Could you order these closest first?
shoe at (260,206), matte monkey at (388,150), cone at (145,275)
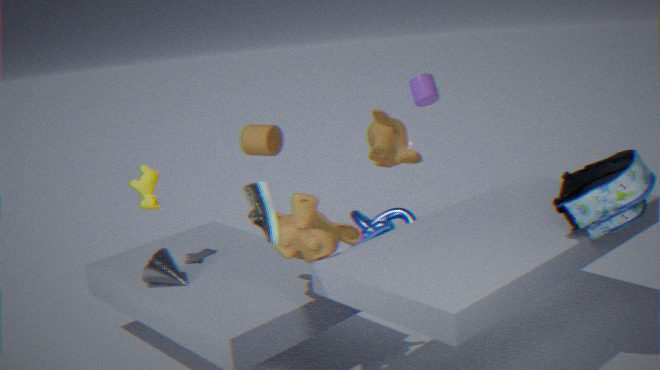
shoe at (260,206), cone at (145,275), matte monkey at (388,150)
